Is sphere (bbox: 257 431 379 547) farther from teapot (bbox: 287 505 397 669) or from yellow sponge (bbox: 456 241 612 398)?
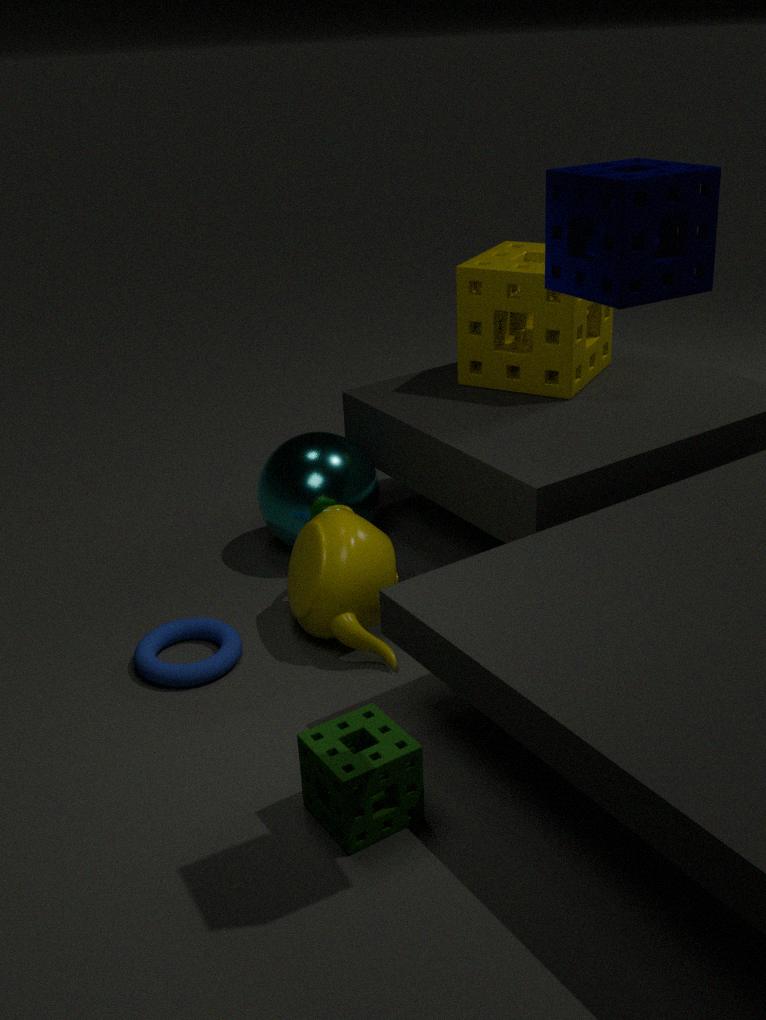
yellow sponge (bbox: 456 241 612 398)
